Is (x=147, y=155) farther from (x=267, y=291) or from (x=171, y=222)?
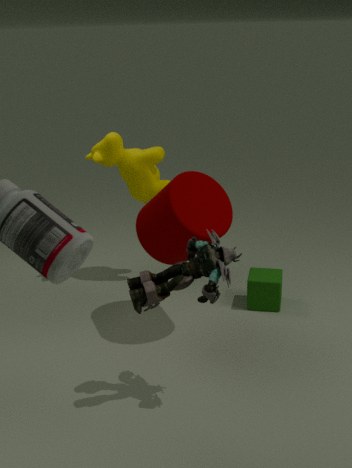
(x=267, y=291)
